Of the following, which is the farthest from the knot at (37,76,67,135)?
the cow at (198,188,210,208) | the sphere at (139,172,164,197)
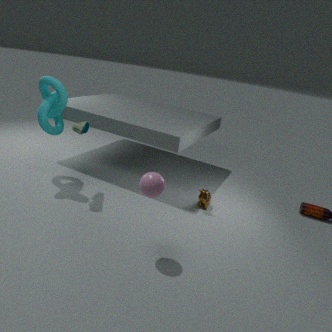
the cow at (198,188,210,208)
